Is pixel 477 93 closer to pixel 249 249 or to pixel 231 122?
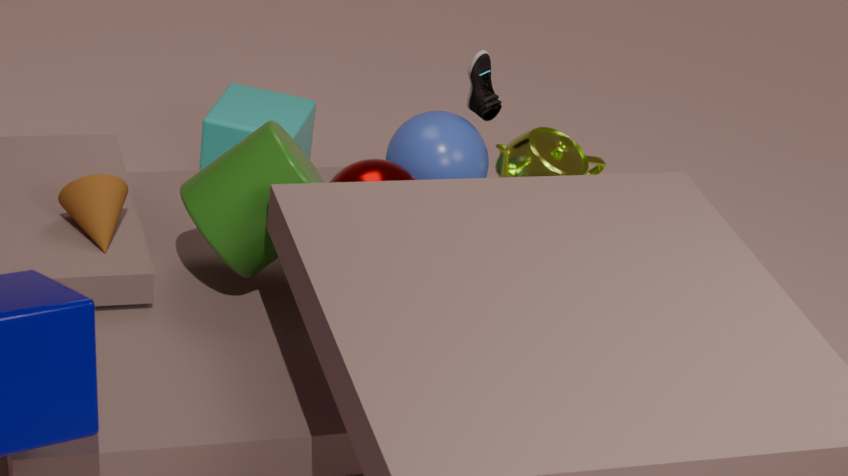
pixel 231 122
